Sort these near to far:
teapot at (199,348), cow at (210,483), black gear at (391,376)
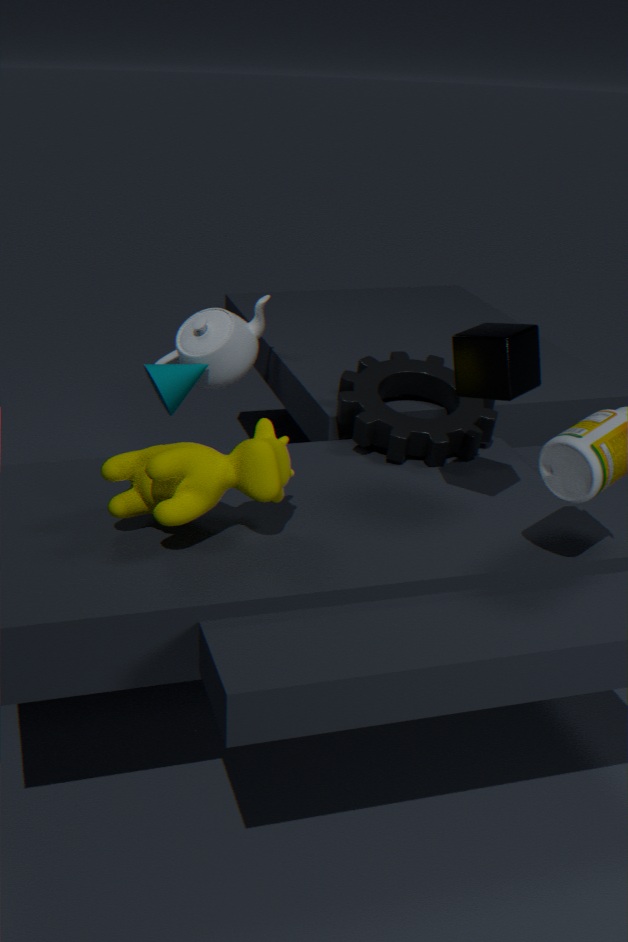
cow at (210,483), black gear at (391,376), teapot at (199,348)
